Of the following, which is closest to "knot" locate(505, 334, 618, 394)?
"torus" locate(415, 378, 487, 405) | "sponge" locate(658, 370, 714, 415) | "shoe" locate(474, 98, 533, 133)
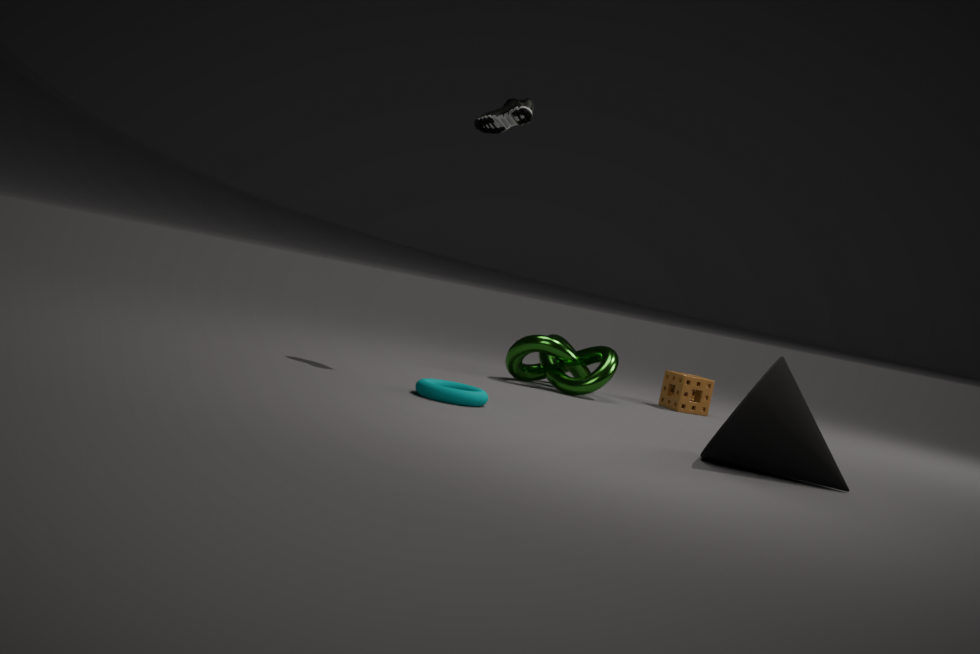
"sponge" locate(658, 370, 714, 415)
